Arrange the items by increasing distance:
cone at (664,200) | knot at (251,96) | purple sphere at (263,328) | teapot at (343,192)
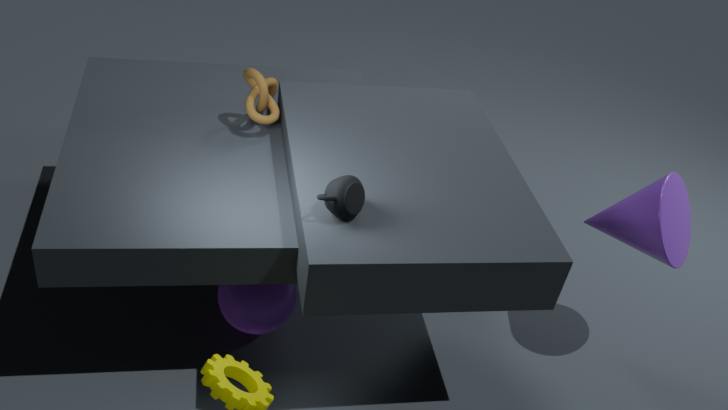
teapot at (343,192) < cone at (664,200) < purple sphere at (263,328) < knot at (251,96)
